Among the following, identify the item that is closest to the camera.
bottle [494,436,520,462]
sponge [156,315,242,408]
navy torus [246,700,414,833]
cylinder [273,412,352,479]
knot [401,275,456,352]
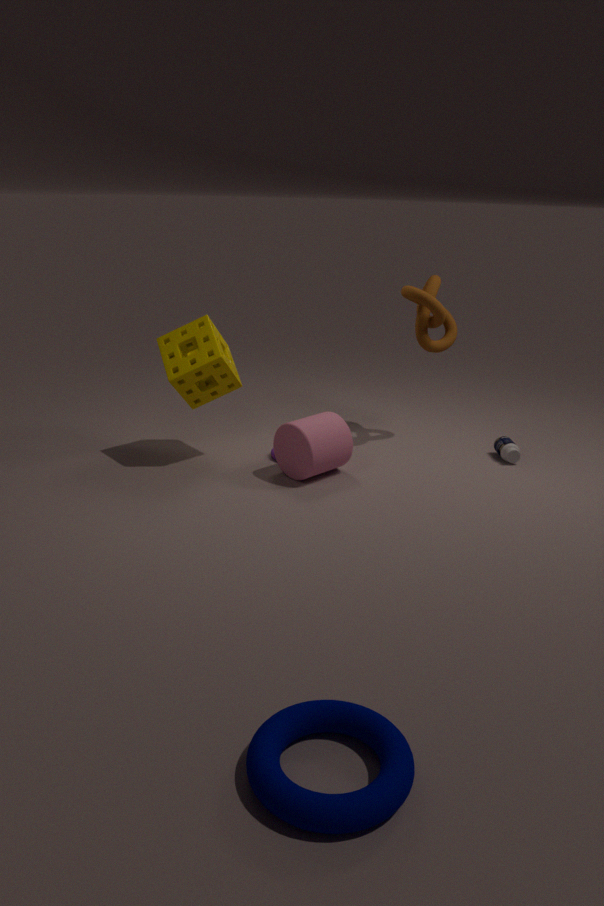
navy torus [246,700,414,833]
